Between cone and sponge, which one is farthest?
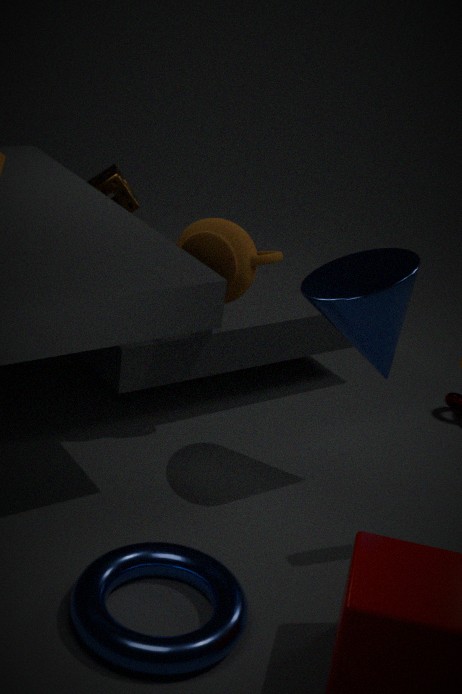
sponge
